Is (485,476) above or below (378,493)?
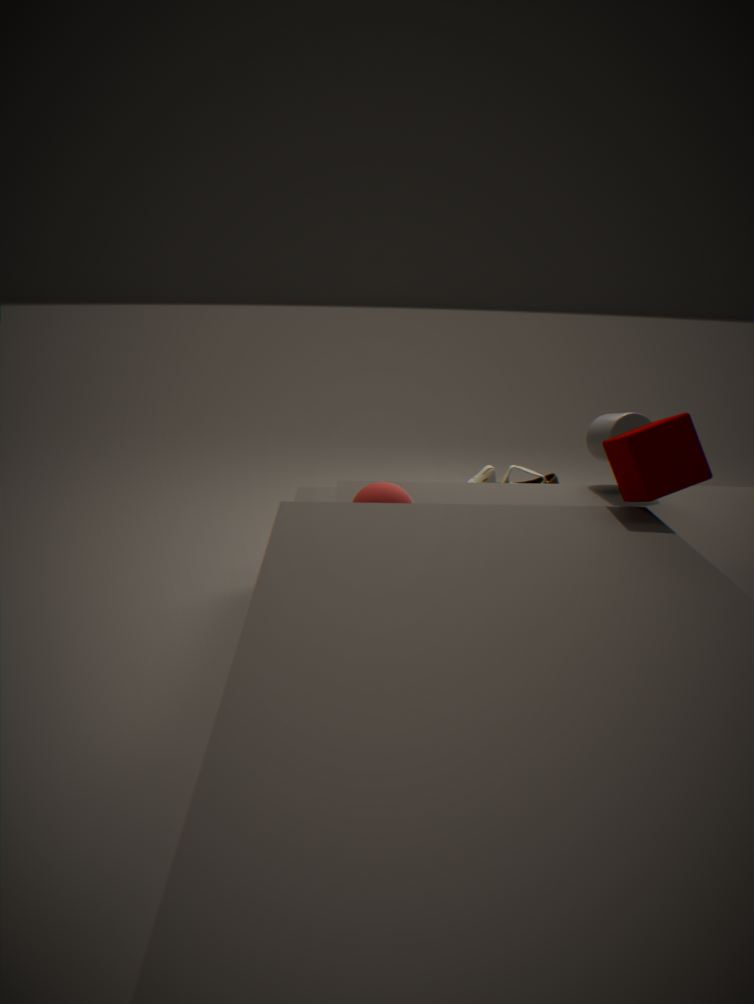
below
